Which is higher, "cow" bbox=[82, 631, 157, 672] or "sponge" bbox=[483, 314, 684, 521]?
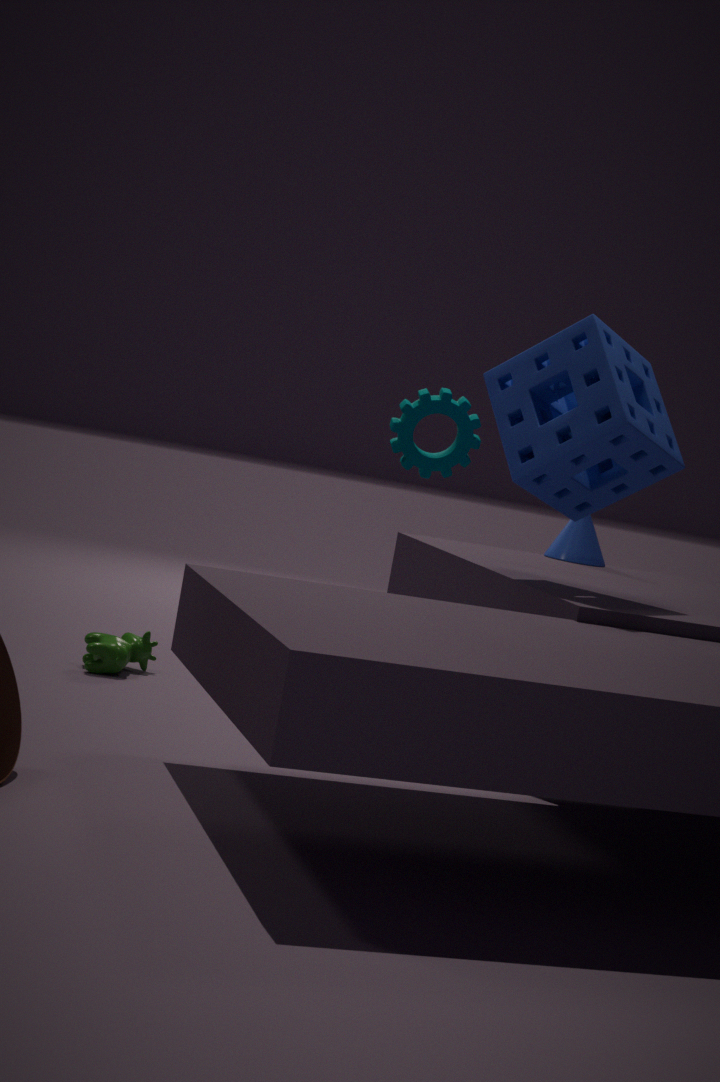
"sponge" bbox=[483, 314, 684, 521]
